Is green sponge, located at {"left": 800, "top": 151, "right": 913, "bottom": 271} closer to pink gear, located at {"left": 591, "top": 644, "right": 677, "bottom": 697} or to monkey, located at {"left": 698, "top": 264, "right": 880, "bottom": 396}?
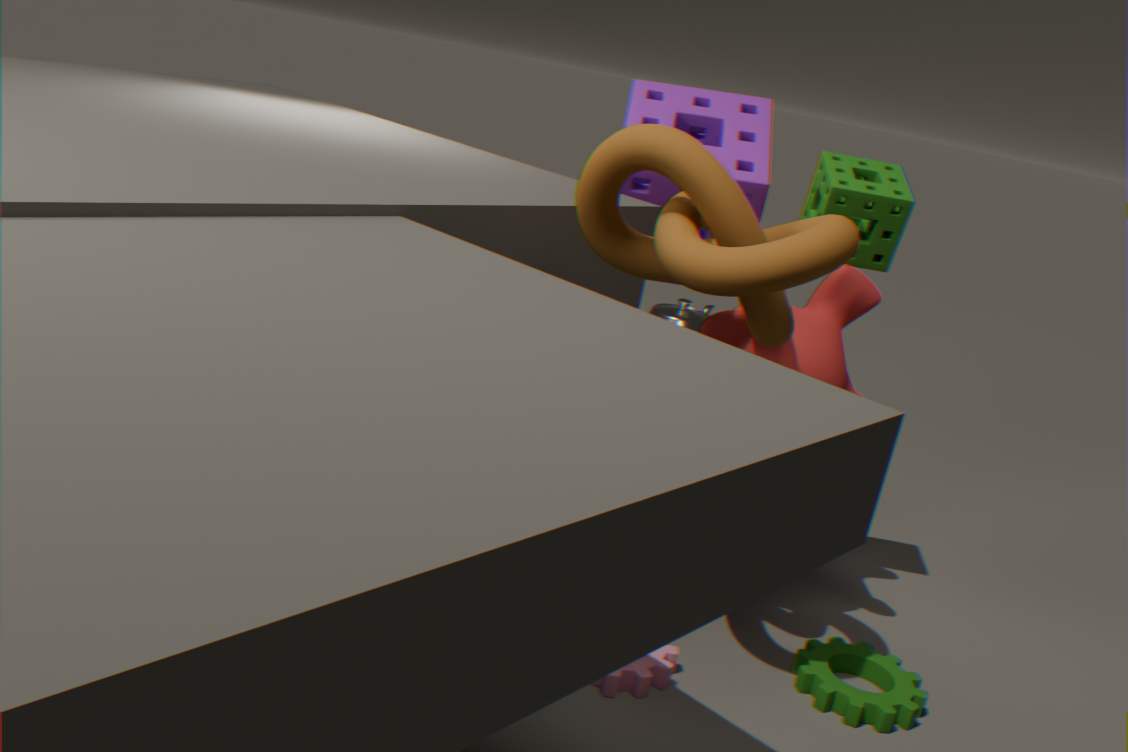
monkey, located at {"left": 698, "top": 264, "right": 880, "bottom": 396}
